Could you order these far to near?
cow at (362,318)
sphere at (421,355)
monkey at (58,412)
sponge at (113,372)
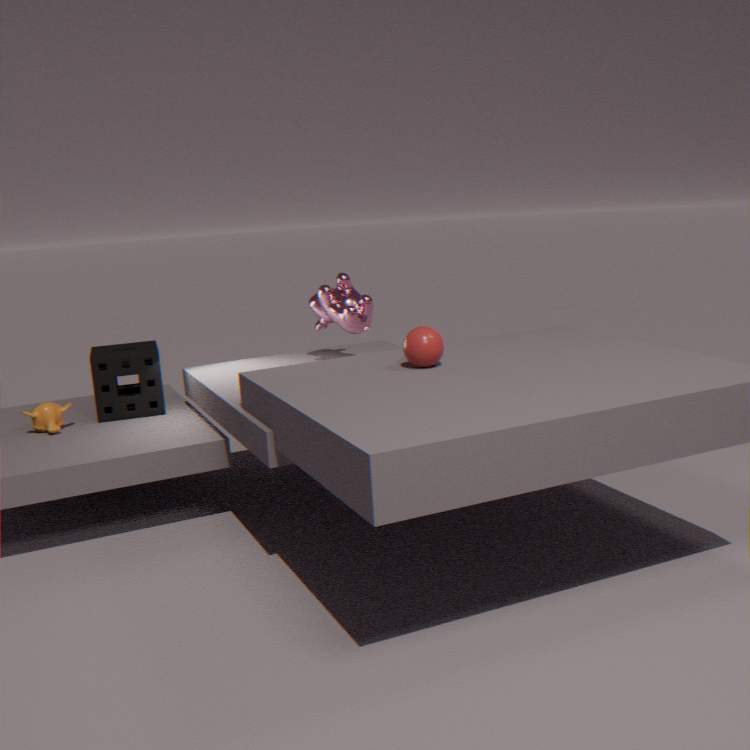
1. sponge at (113,372)
2. cow at (362,318)
3. monkey at (58,412)
4. sphere at (421,355)
